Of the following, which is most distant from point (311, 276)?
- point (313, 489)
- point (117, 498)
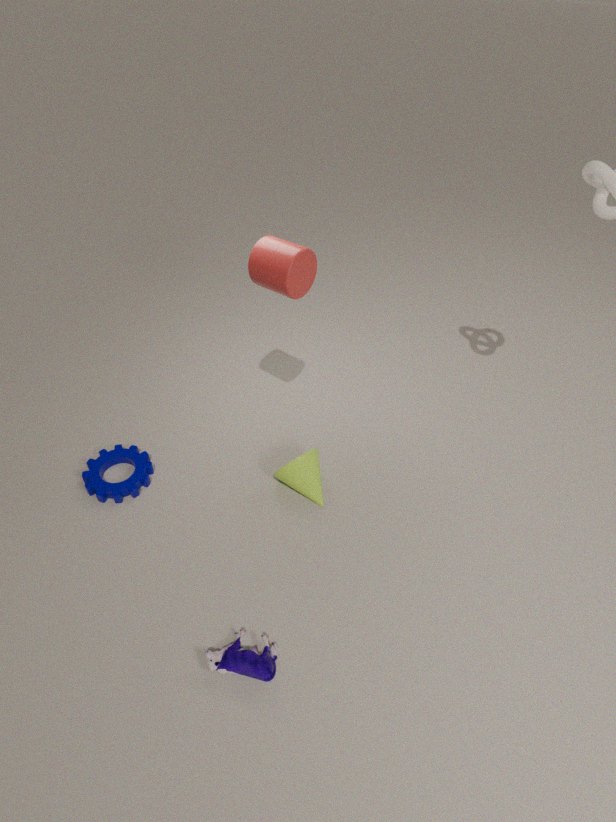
point (117, 498)
